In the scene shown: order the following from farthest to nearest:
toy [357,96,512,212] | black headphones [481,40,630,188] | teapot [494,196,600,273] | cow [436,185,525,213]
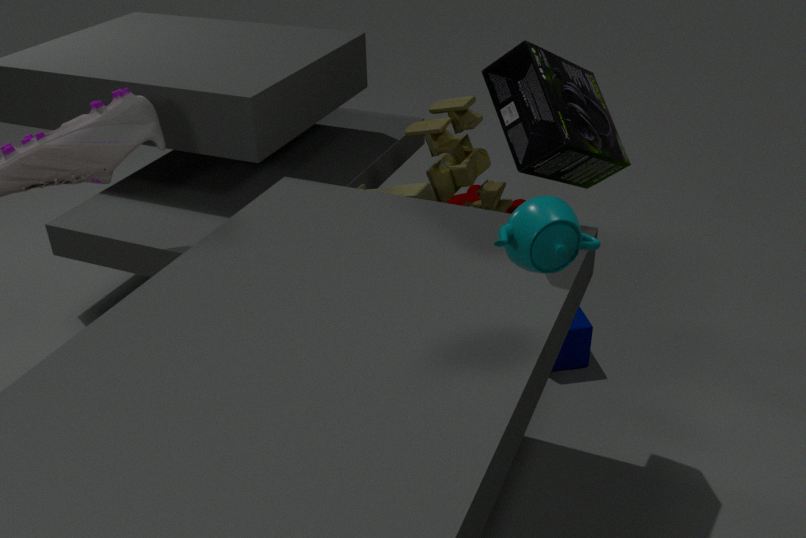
cow [436,185,525,213]
toy [357,96,512,212]
black headphones [481,40,630,188]
teapot [494,196,600,273]
